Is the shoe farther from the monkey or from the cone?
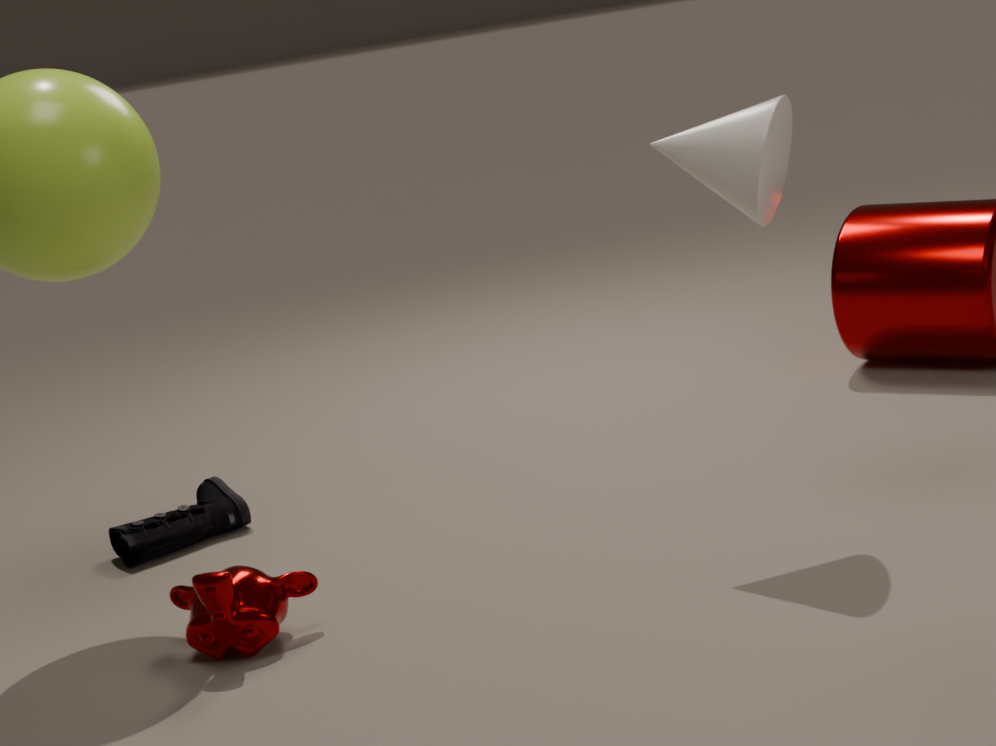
the cone
